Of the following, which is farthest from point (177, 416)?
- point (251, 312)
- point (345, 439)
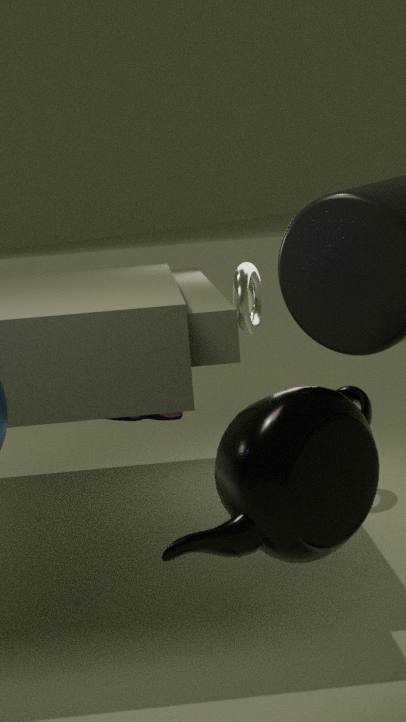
point (345, 439)
